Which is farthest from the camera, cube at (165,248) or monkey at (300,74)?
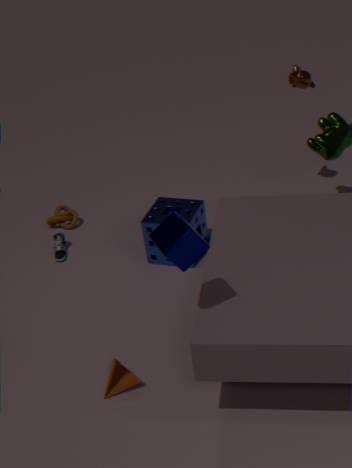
monkey at (300,74)
